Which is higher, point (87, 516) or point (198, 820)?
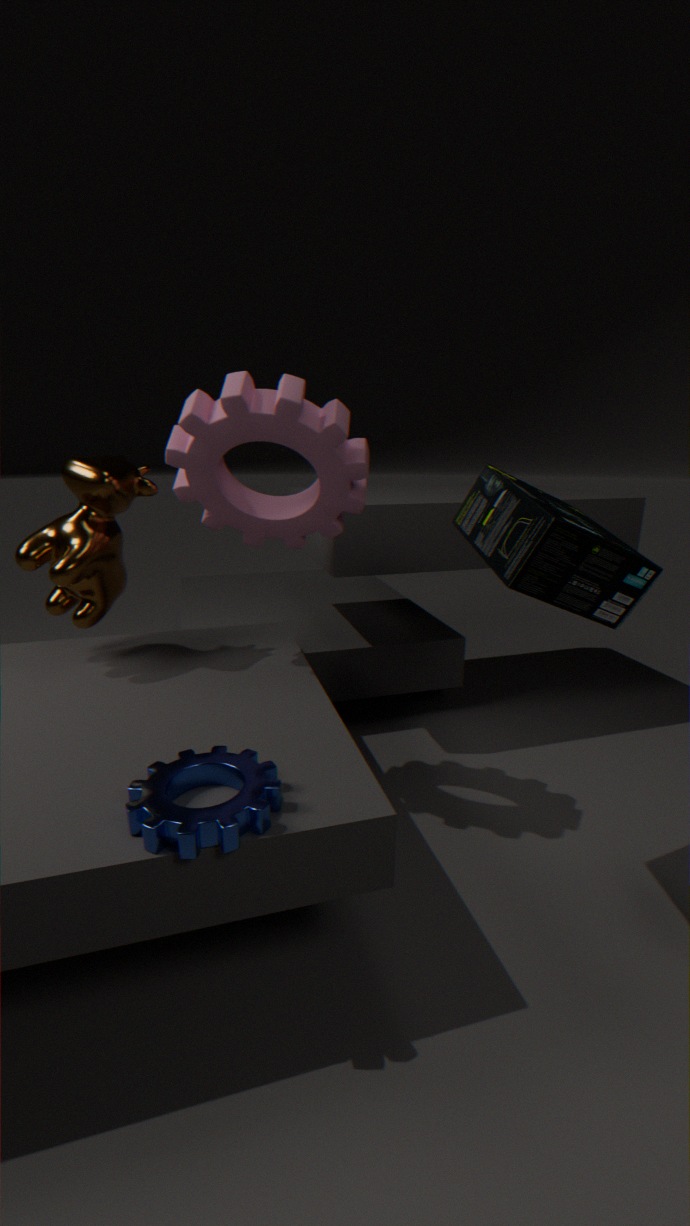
point (87, 516)
